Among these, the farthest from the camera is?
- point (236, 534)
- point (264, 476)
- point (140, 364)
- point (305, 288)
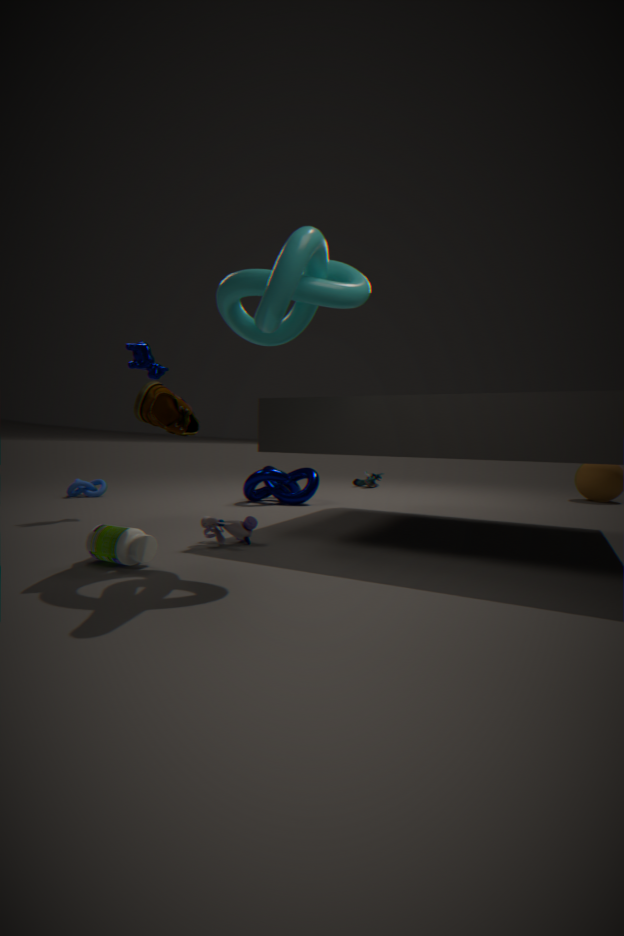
point (264, 476)
